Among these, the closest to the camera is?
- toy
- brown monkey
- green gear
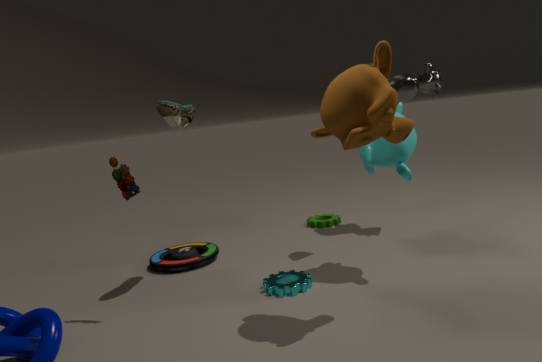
brown monkey
